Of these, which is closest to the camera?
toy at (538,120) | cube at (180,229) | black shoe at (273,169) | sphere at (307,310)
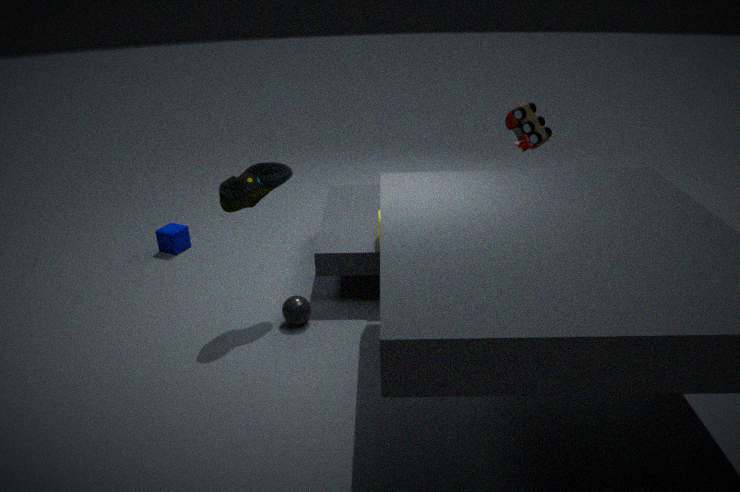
black shoe at (273,169)
